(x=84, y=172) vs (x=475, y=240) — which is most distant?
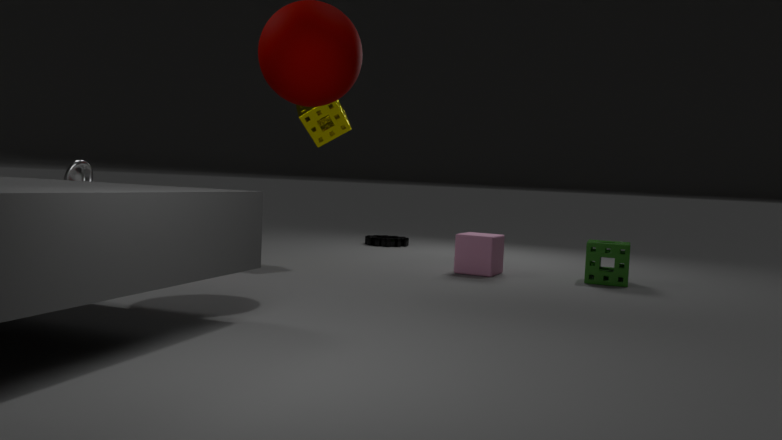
(x=475, y=240)
